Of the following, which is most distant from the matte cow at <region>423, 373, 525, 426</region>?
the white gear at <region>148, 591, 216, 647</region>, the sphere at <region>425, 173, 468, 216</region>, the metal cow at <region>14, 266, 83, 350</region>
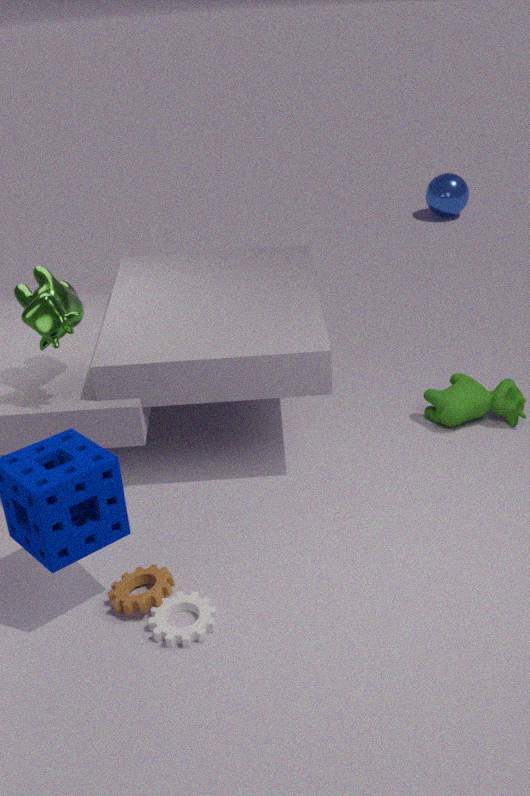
the sphere at <region>425, 173, 468, 216</region>
